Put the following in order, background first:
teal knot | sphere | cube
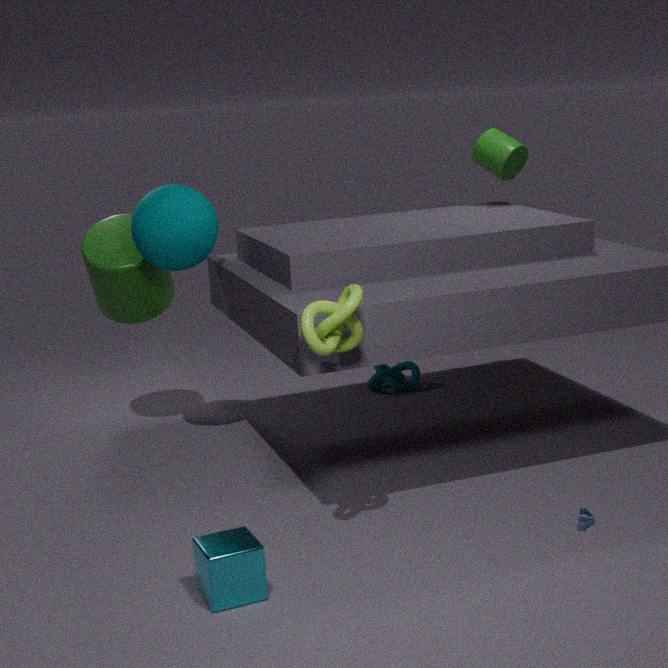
teal knot < sphere < cube
